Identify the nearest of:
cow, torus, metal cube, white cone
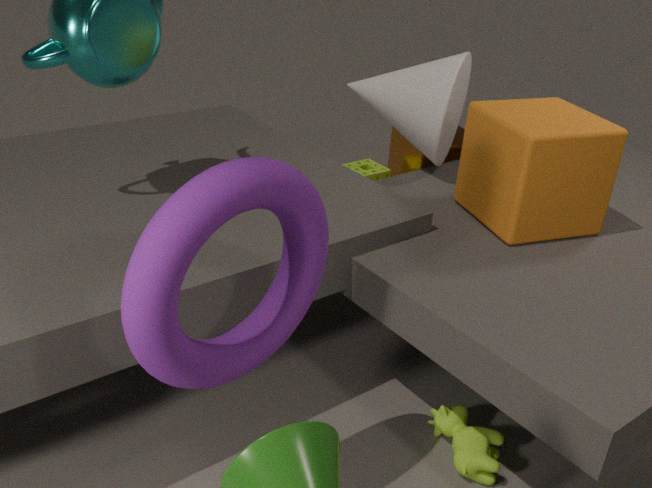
torus
